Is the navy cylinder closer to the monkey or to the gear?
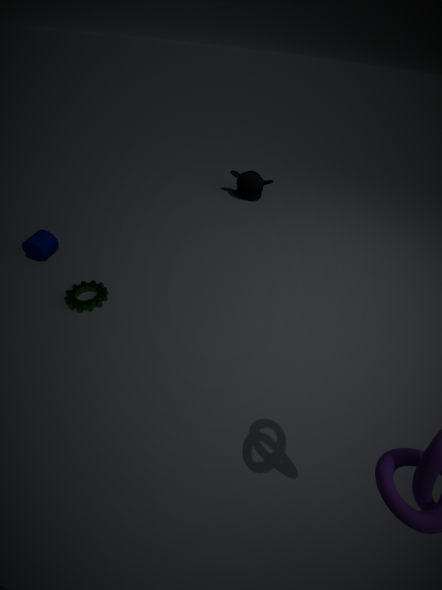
the gear
